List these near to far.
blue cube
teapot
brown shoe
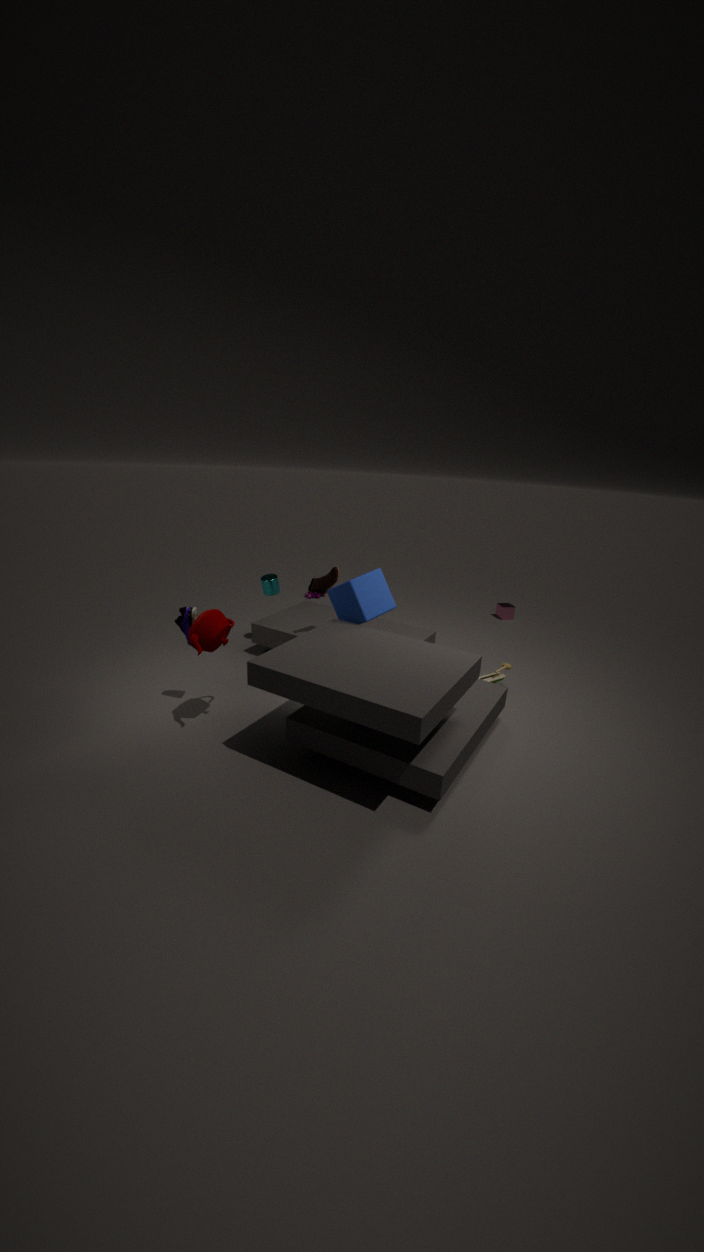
1. teapot
2. blue cube
3. brown shoe
